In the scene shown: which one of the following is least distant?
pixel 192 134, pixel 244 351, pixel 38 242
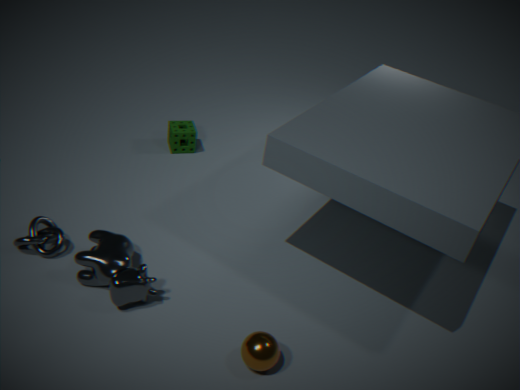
pixel 244 351
